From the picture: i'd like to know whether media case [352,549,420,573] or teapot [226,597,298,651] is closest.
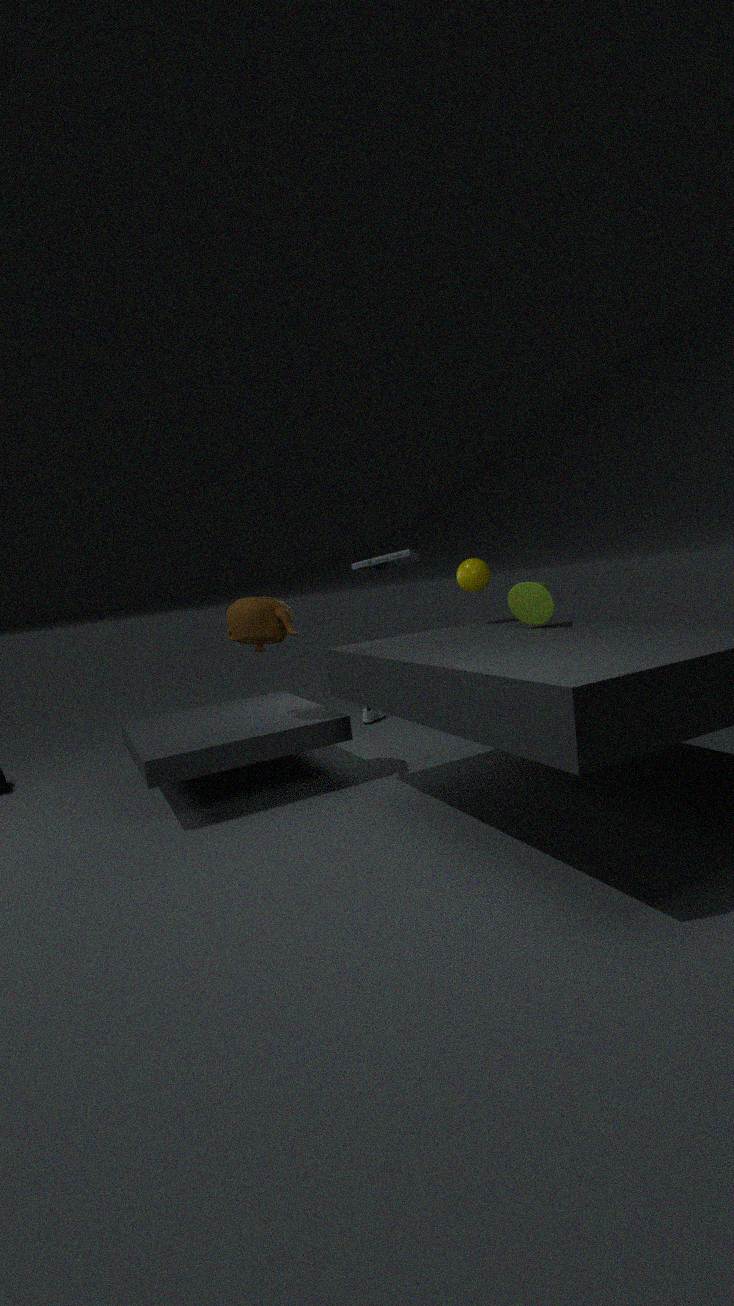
teapot [226,597,298,651]
